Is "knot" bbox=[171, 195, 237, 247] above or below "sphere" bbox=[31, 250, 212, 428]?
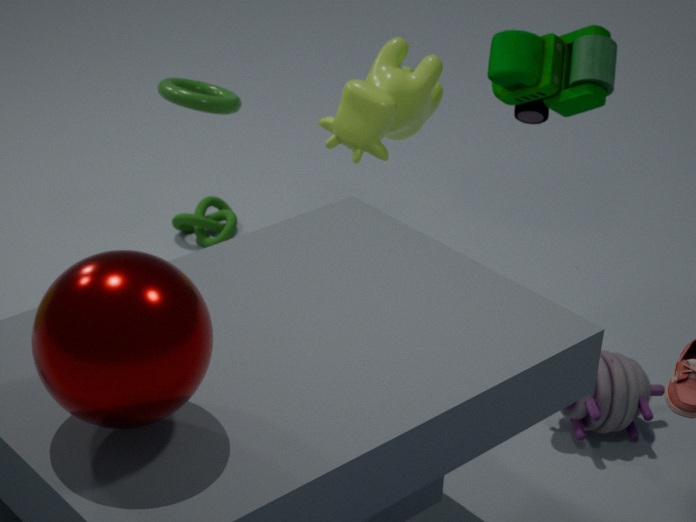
below
